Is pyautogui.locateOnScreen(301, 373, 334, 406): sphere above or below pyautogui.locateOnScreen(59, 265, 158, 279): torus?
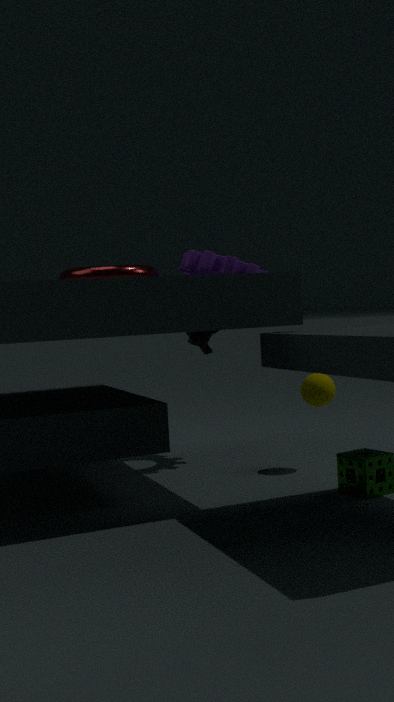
below
